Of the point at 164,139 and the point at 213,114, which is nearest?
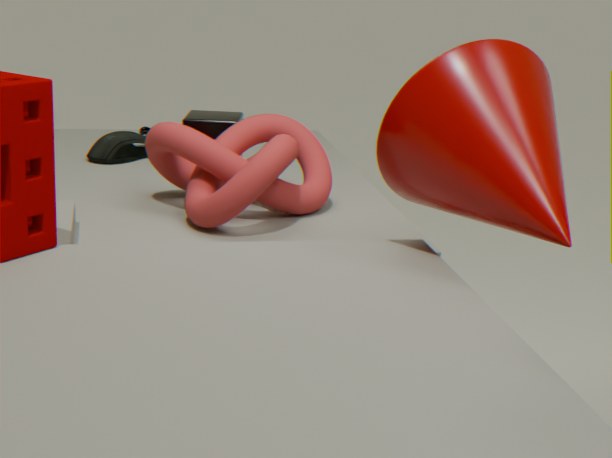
the point at 164,139
